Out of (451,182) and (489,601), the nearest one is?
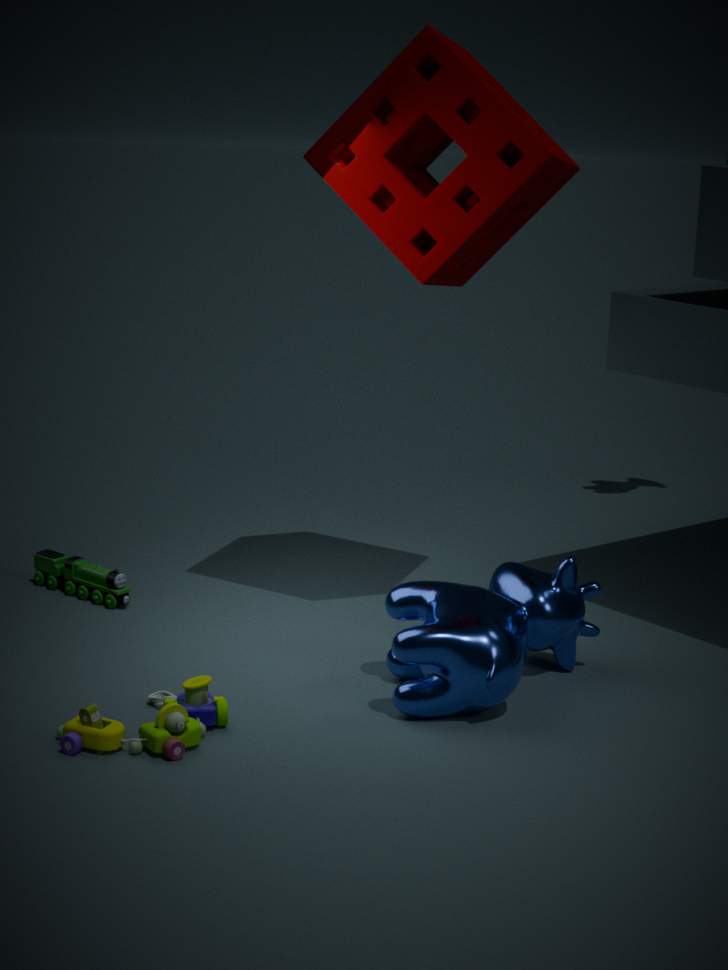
(489,601)
